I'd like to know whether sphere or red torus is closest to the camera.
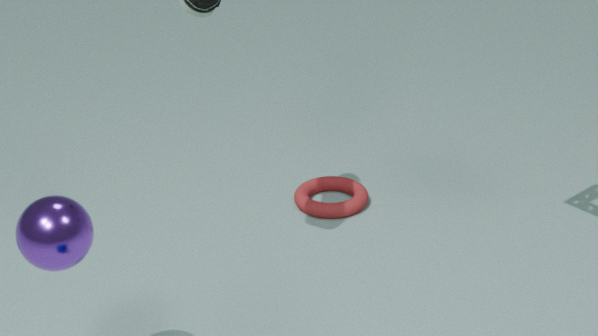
sphere
